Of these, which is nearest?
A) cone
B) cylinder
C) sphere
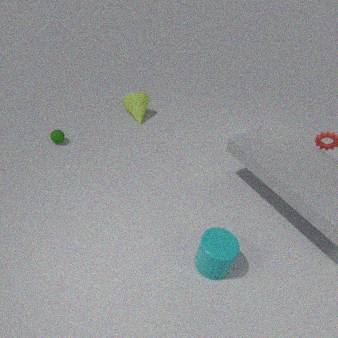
cylinder
